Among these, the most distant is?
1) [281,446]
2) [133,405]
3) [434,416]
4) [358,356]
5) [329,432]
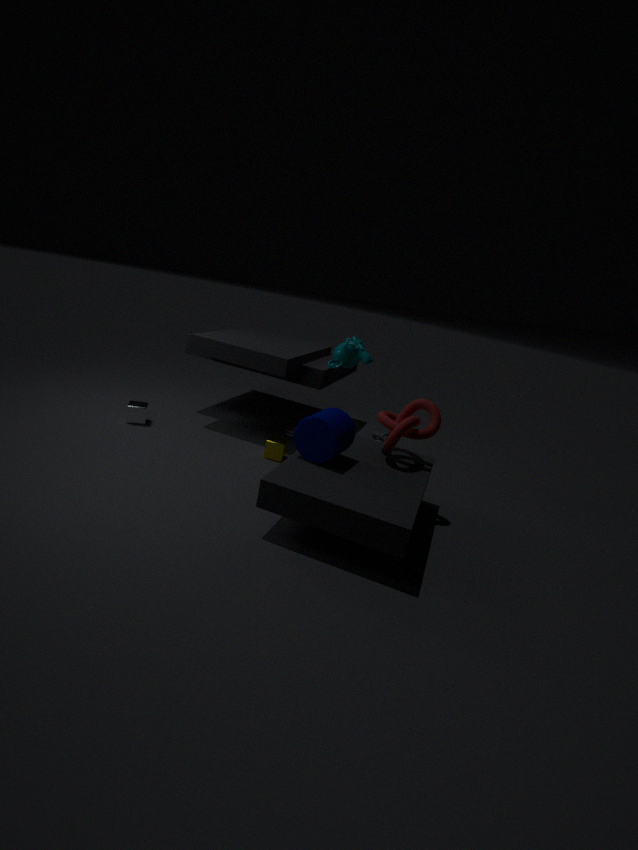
2. [133,405]
